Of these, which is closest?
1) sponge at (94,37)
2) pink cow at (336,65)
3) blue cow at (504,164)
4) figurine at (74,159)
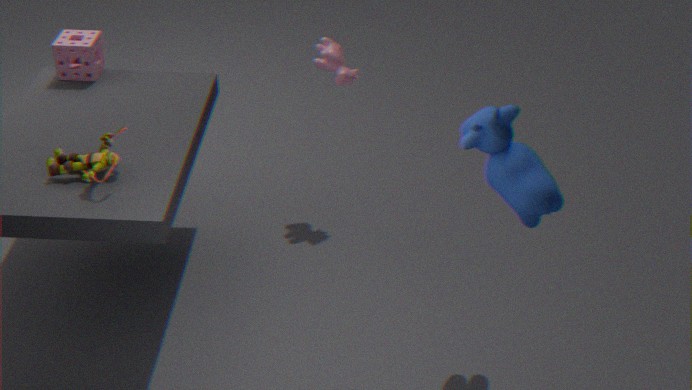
3. blue cow at (504,164)
